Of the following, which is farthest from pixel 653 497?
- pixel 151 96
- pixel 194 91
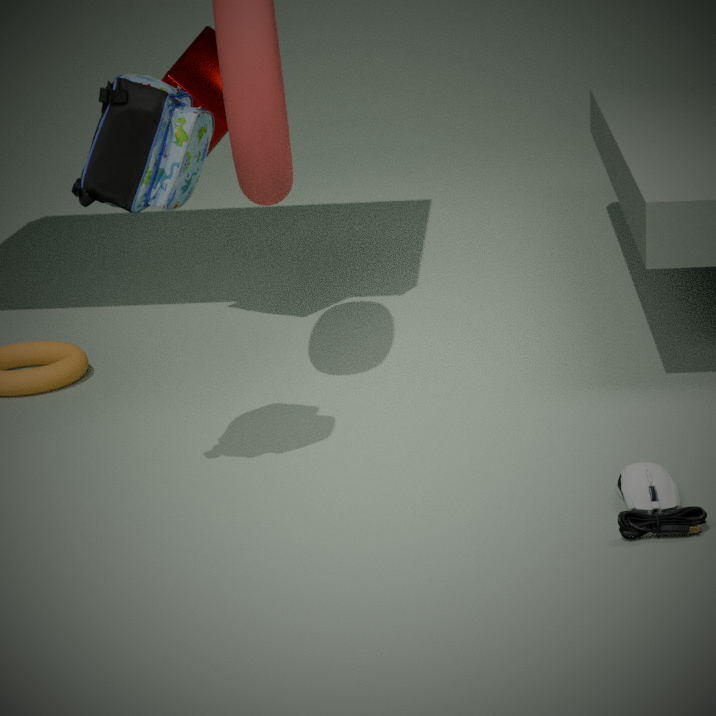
pixel 194 91
